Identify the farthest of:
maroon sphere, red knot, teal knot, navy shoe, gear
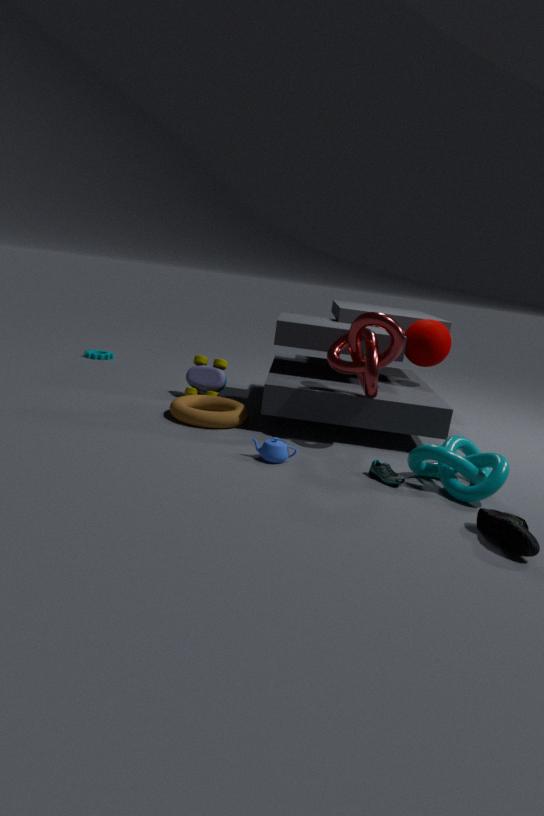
gear
